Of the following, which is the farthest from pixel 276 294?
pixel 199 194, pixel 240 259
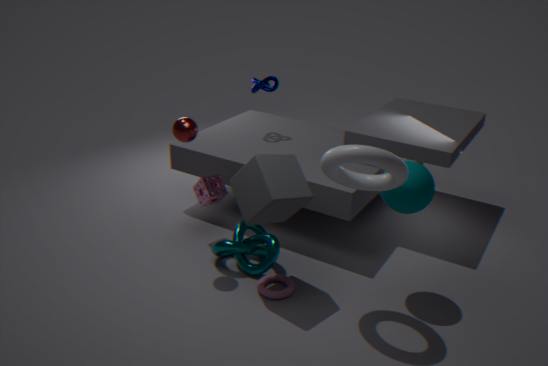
pixel 199 194
